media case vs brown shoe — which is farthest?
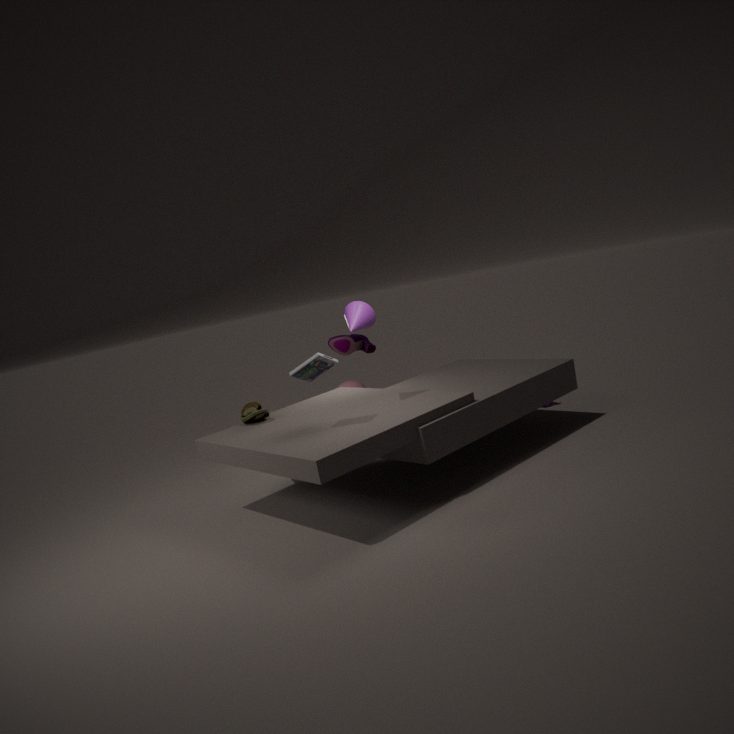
brown shoe
